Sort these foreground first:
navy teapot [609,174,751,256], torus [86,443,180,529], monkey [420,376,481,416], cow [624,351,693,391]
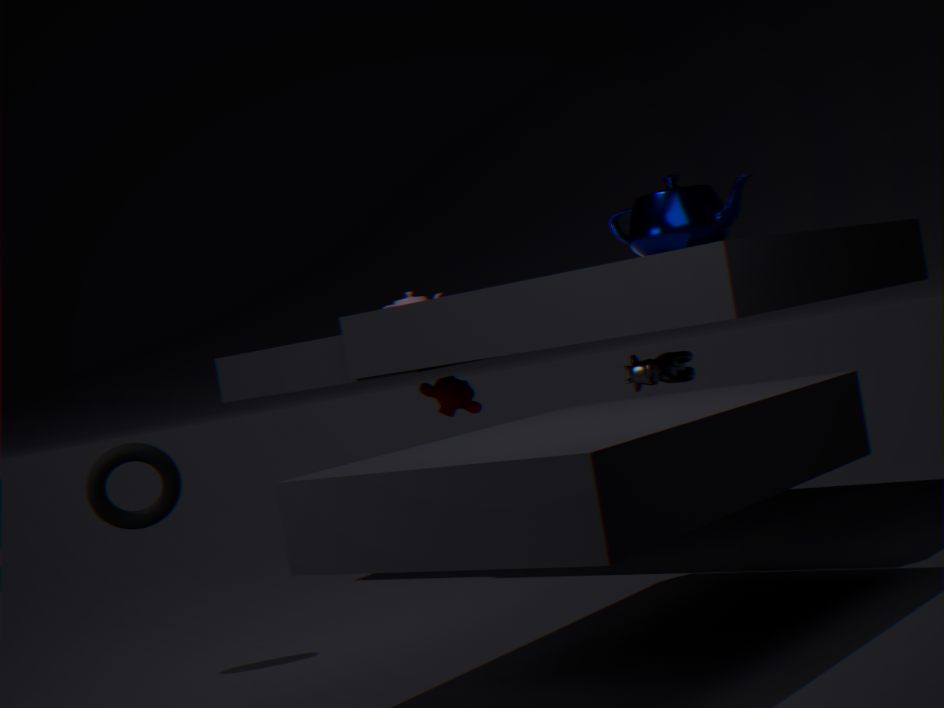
torus [86,443,180,529] < navy teapot [609,174,751,256] < cow [624,351,693,391] < monkey [420,376,481,416]
